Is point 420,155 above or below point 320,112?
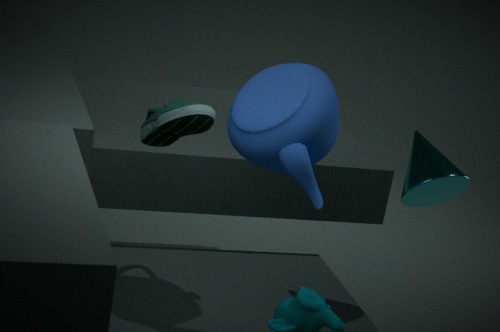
below
